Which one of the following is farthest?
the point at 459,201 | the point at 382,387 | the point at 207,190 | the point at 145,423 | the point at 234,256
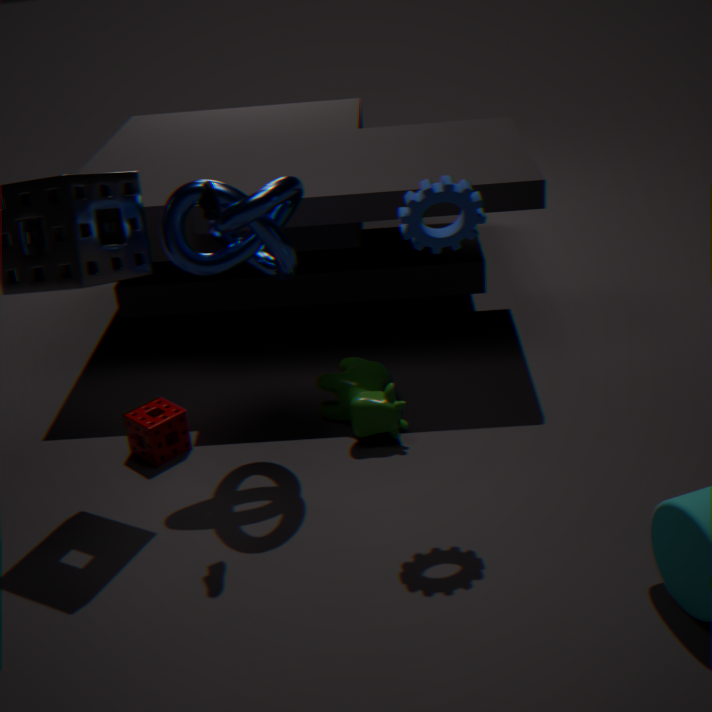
the point at 382,387
